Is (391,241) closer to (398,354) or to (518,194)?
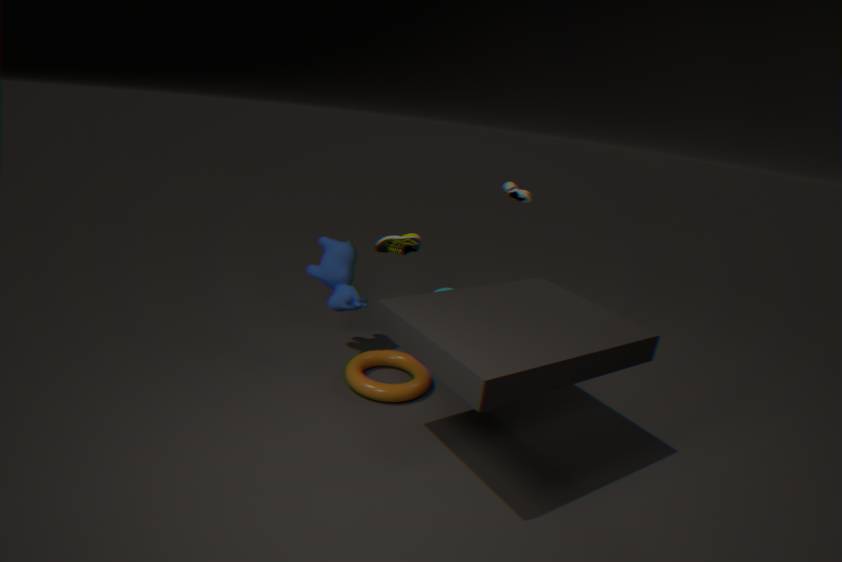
(398,354)
